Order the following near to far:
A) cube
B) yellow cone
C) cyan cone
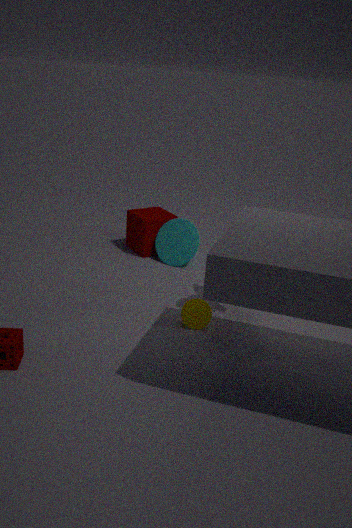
yellow cone → cyan cone → cube
